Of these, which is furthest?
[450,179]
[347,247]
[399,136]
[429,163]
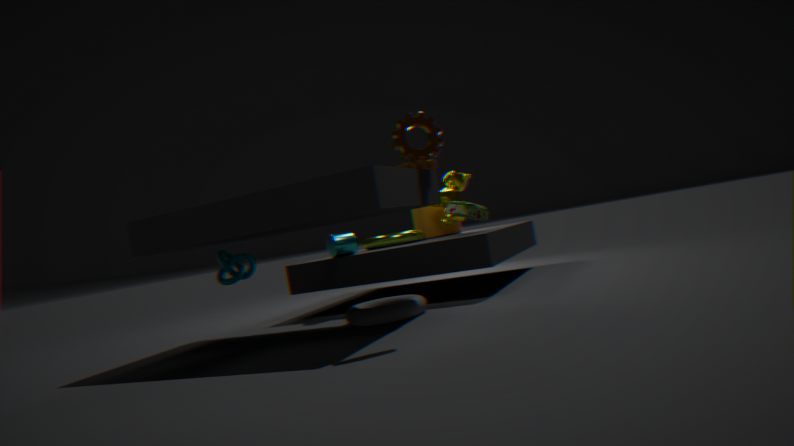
[450,179]
